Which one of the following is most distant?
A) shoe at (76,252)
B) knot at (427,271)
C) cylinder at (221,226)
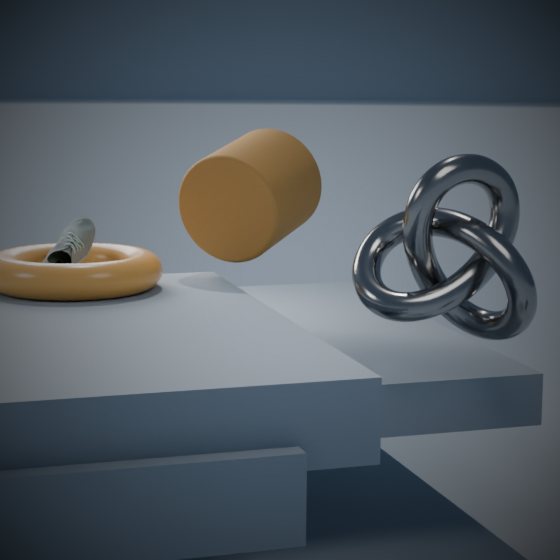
cylinder at (221,226)
